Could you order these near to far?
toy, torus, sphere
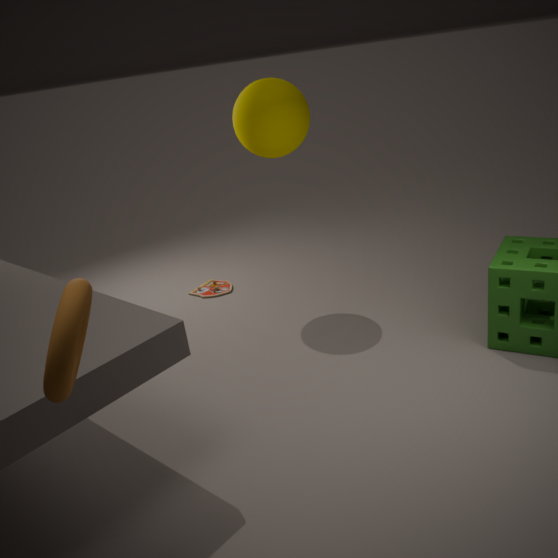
torus < sphere < toy
